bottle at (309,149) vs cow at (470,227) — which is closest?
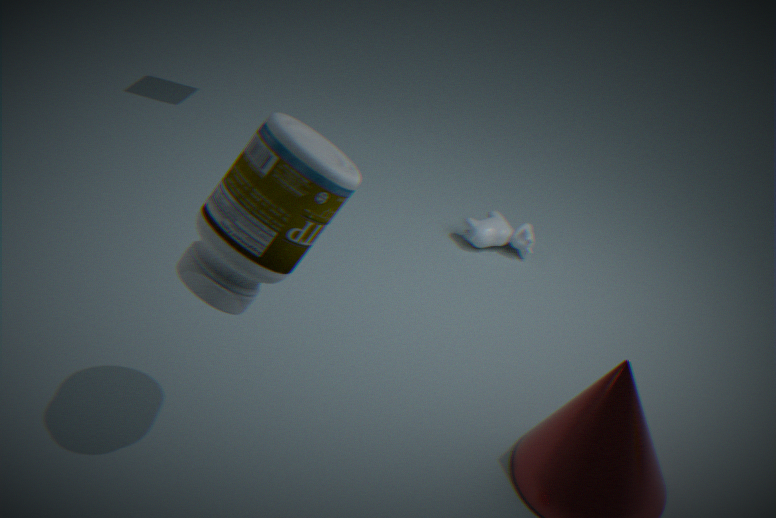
bottle at (309,149)
